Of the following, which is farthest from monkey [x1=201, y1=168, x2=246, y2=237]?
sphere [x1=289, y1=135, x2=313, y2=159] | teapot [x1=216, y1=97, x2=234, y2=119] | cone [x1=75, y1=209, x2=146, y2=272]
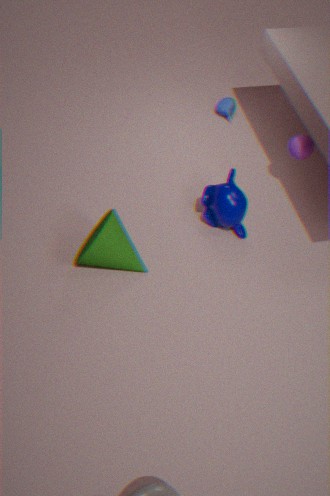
teapot [x1=216, y1=97, x2=234, y2=119]
